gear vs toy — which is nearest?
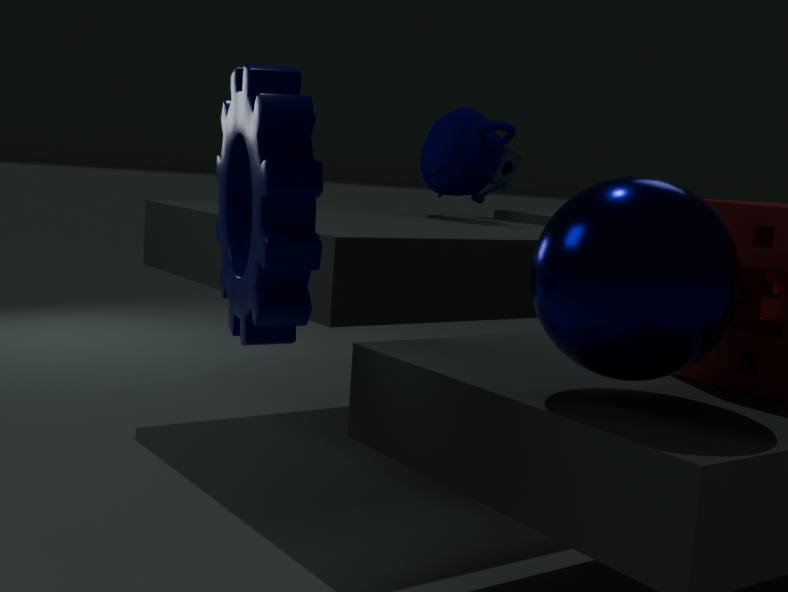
gear
